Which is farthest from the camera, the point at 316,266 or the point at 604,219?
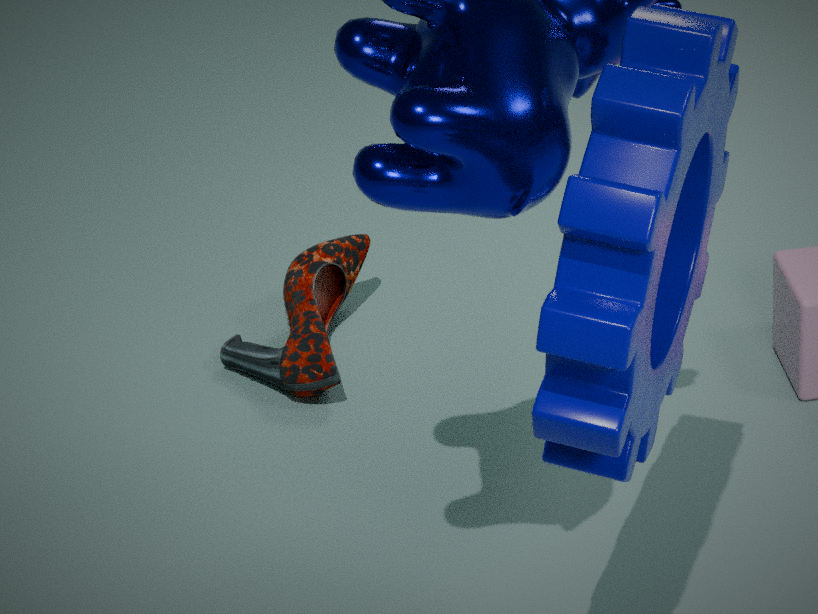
the point at 316,266
